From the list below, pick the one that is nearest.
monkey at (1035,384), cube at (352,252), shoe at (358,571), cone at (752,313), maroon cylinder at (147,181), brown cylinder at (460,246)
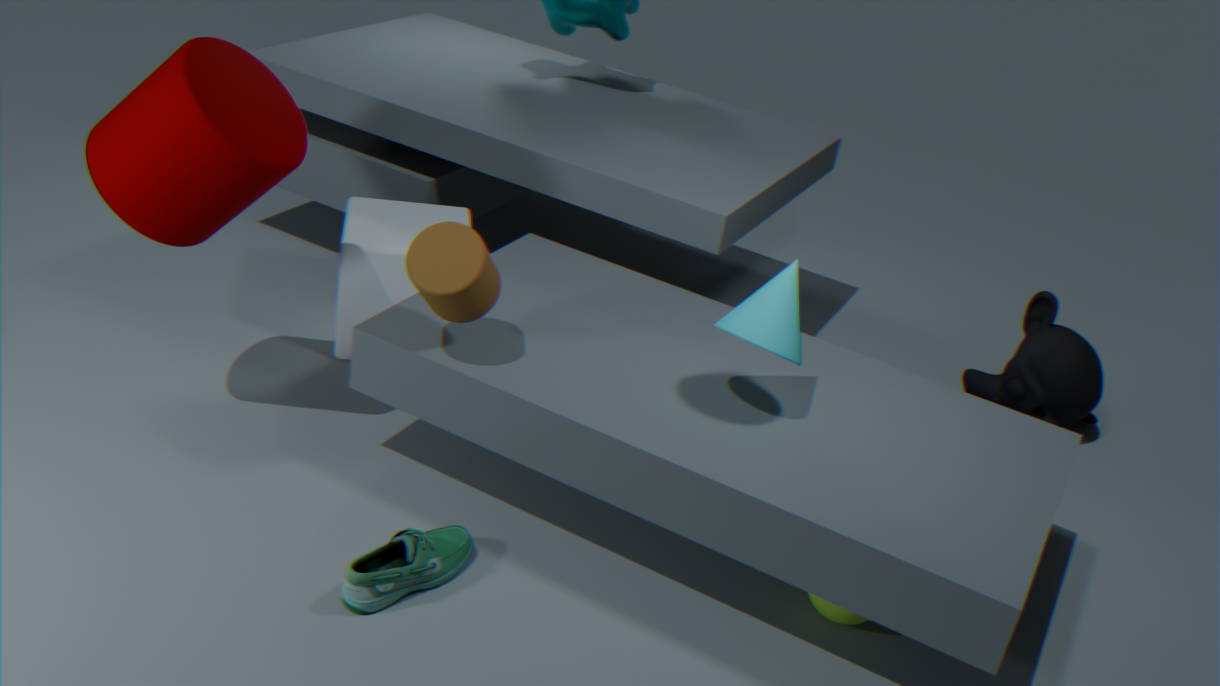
shoe at (358,571)
